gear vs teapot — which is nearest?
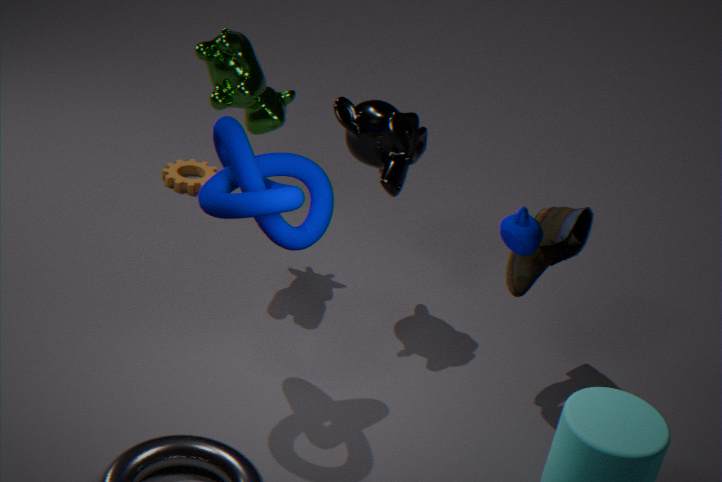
teapot
